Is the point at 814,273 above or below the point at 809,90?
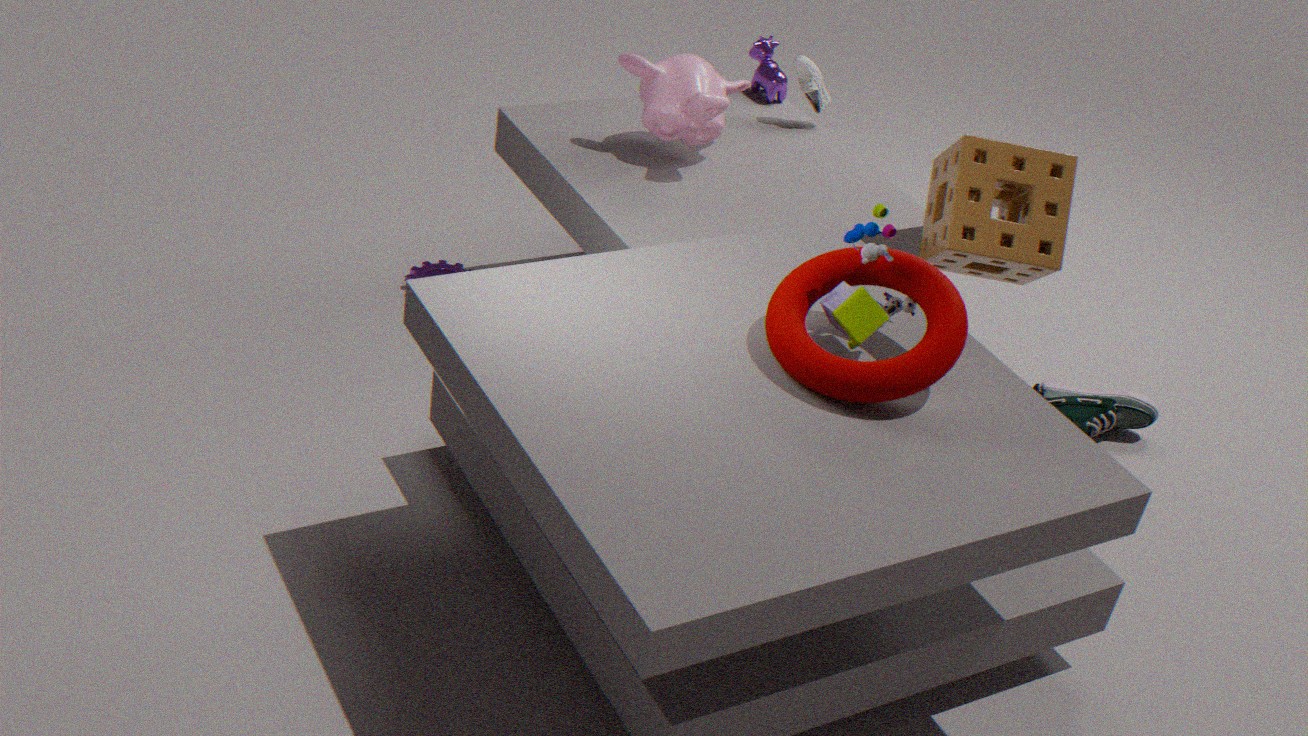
above
